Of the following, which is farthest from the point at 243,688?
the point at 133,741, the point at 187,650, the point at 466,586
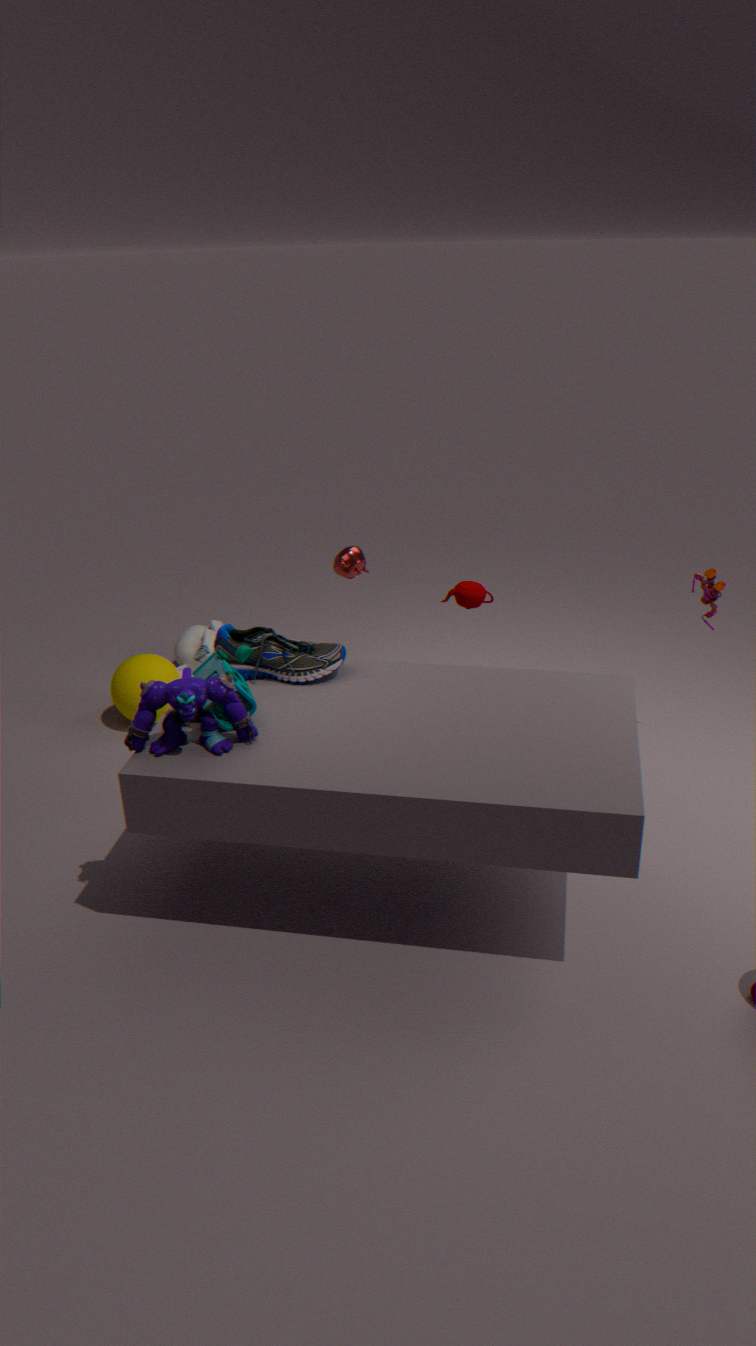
the point at 187,650
